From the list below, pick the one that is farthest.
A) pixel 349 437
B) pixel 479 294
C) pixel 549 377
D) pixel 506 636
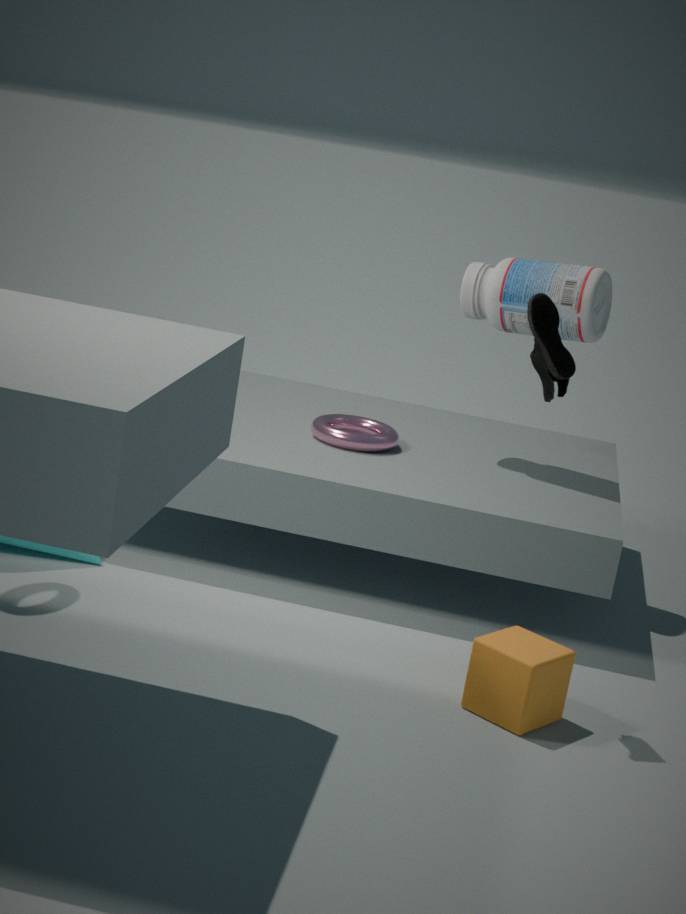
pixel 479 294
